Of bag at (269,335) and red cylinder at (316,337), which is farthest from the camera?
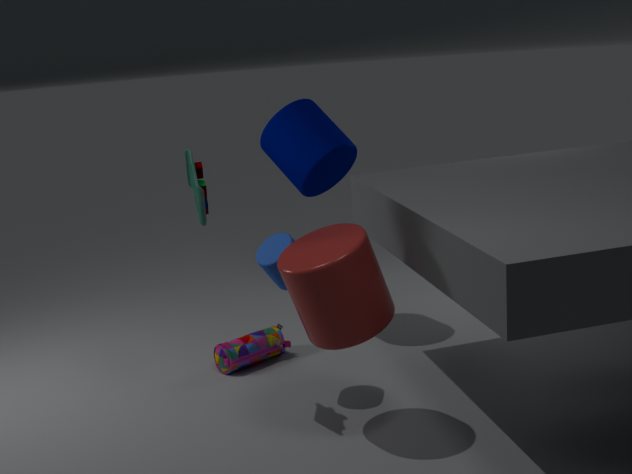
bag at (269,335)
